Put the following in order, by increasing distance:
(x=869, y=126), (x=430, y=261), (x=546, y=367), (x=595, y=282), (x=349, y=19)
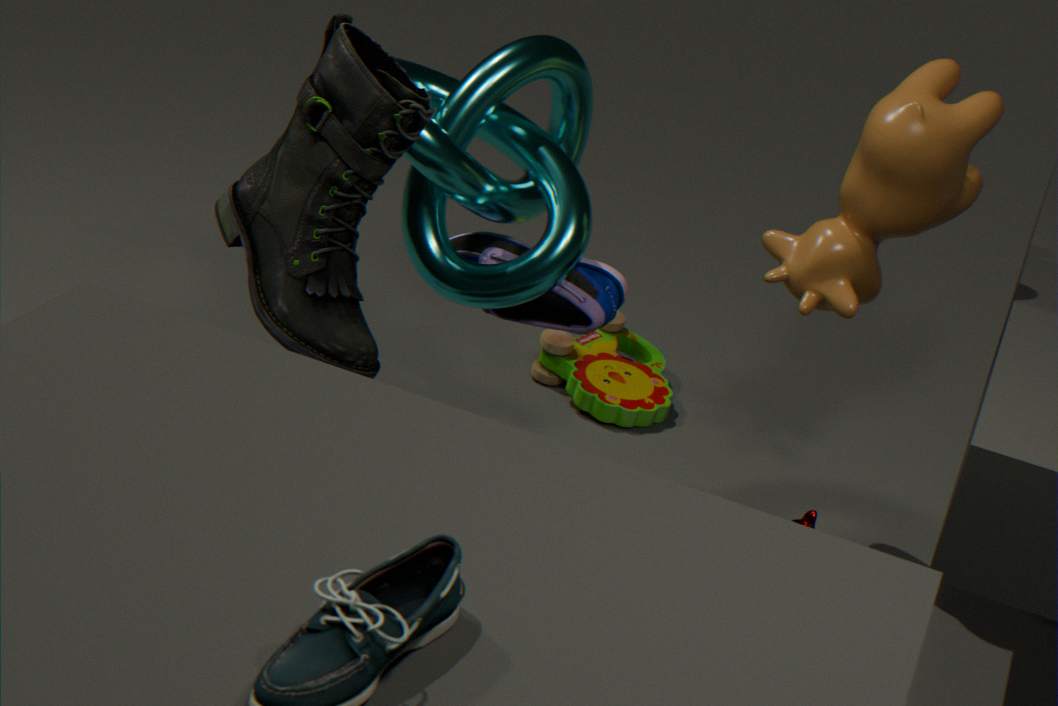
(x=349, y=19) → (x=869, y=126) → (x=430, y=261) → (x=595, y=282) → (x=546, y=367)
